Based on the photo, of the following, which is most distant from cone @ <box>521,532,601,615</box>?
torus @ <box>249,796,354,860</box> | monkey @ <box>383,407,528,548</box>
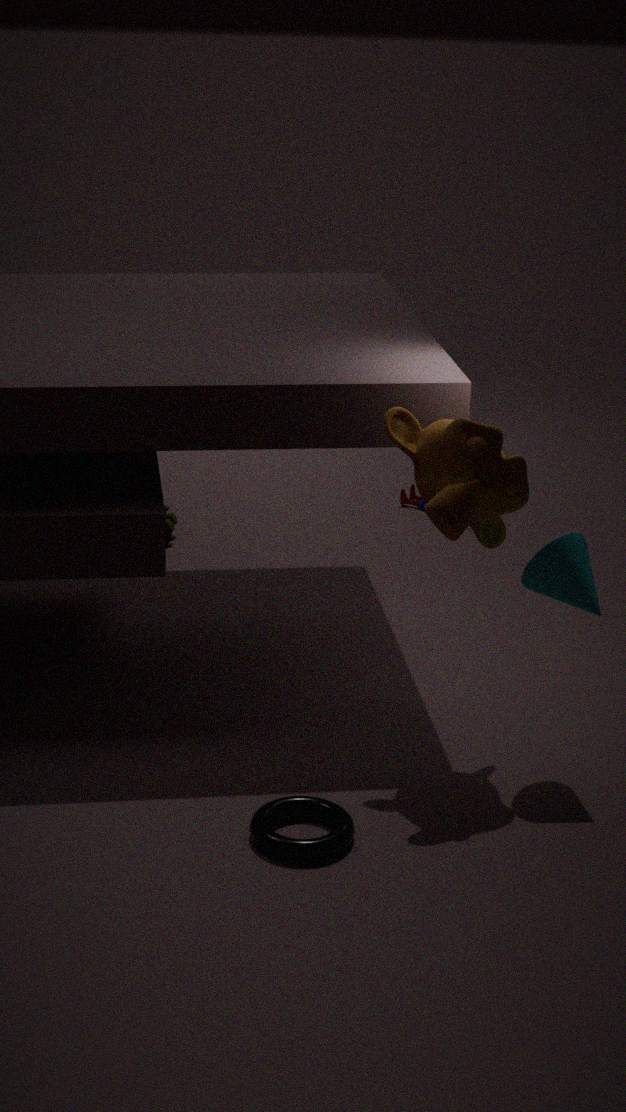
torus @ <box>249,796,354,860</box>
